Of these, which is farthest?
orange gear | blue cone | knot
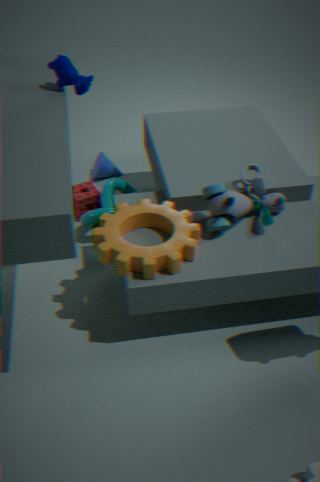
blue cone
